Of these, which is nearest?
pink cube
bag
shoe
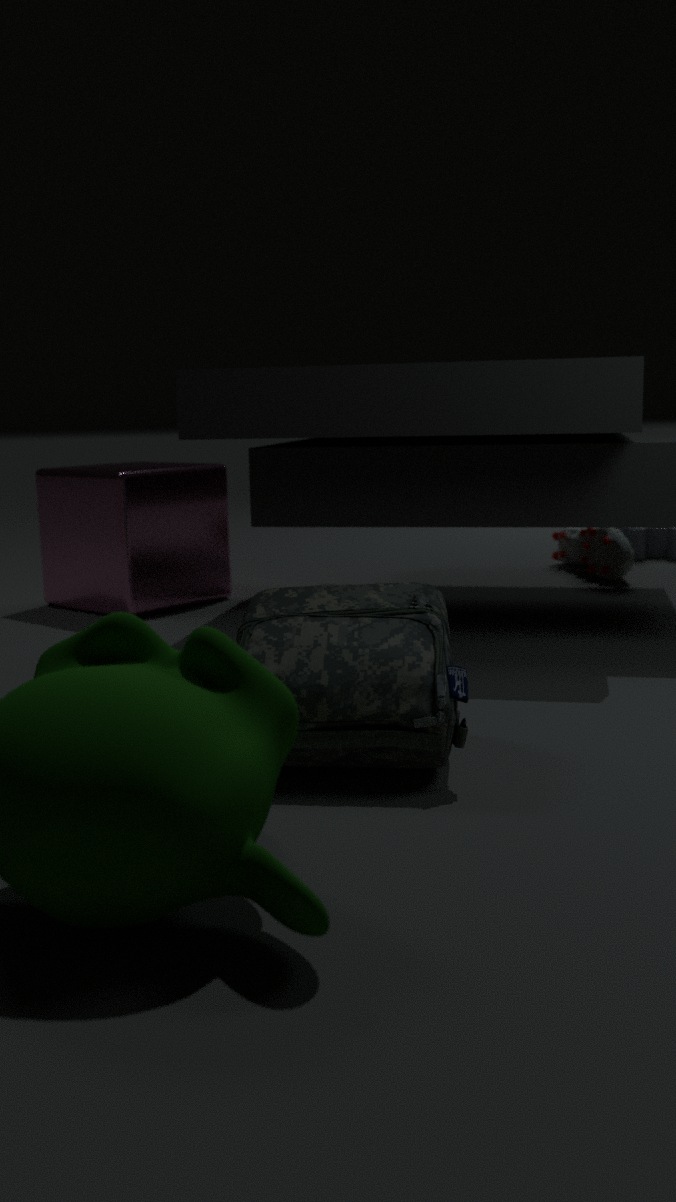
bag
